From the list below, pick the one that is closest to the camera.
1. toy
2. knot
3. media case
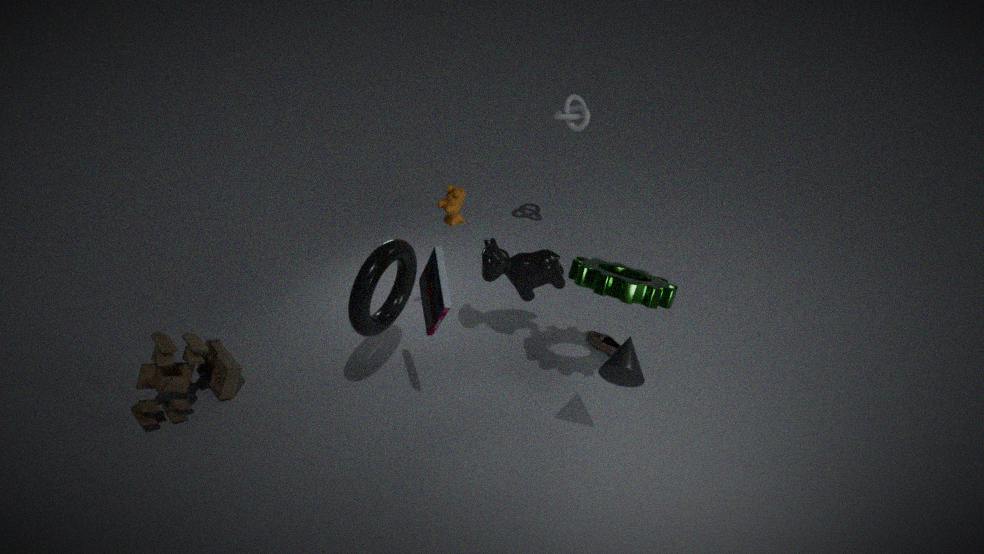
media case
